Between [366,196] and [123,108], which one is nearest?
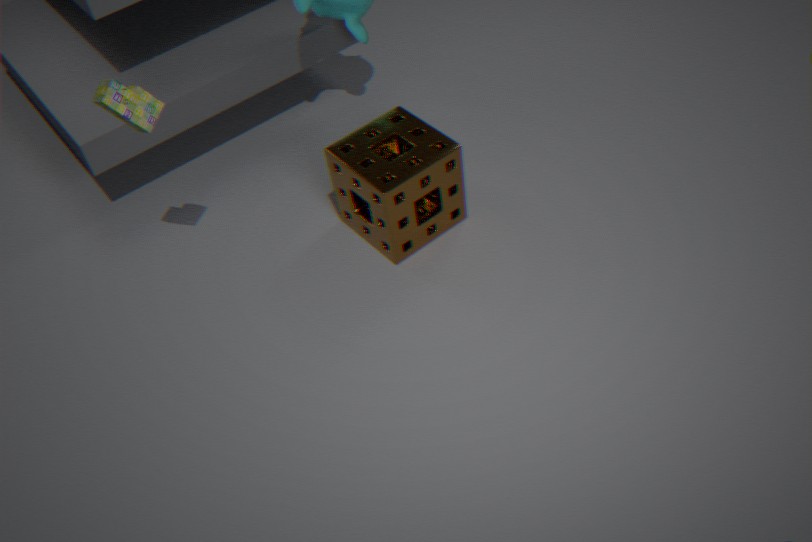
[123,108]
